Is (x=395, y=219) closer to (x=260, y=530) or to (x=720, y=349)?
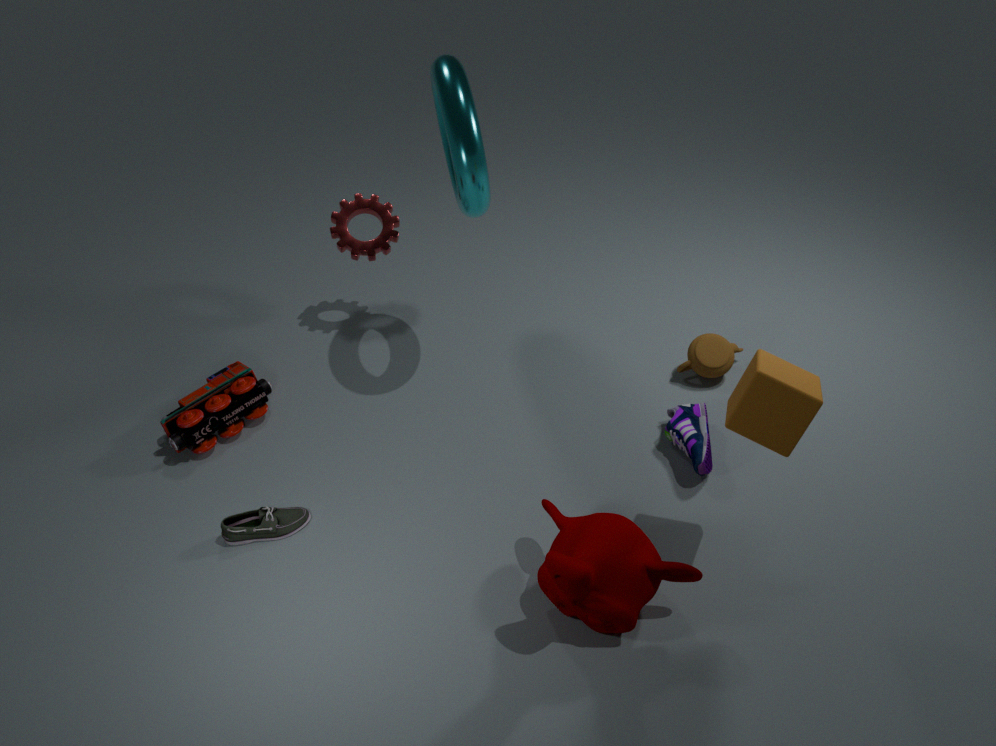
(x=260, y=530)
